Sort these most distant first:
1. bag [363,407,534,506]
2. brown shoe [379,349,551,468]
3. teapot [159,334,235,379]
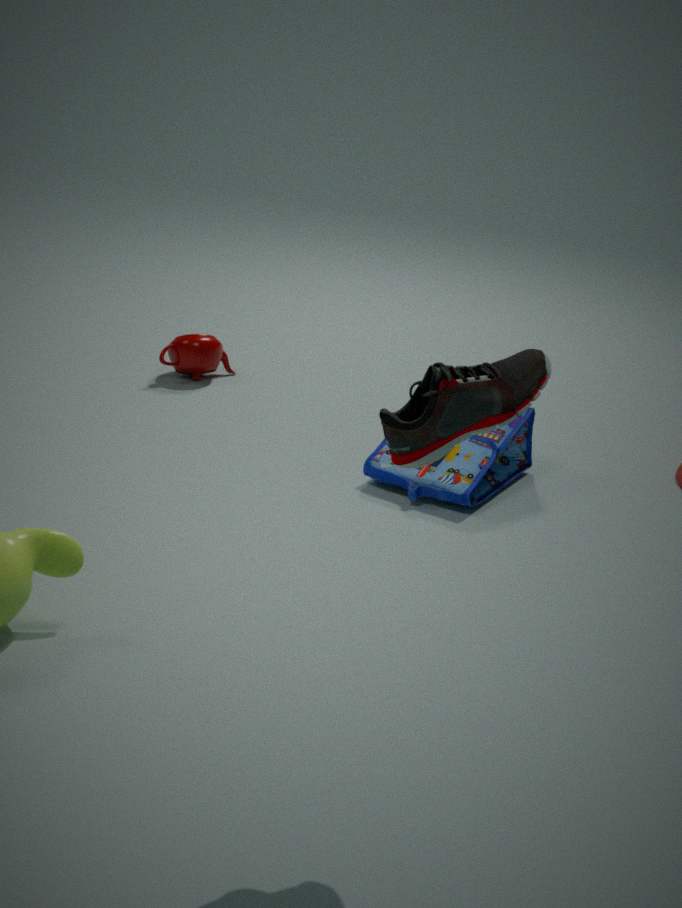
1. teapot [159,334,235,379]
2. bag [363,407,534,506]
3. brown shoe [379,349,551,468]
